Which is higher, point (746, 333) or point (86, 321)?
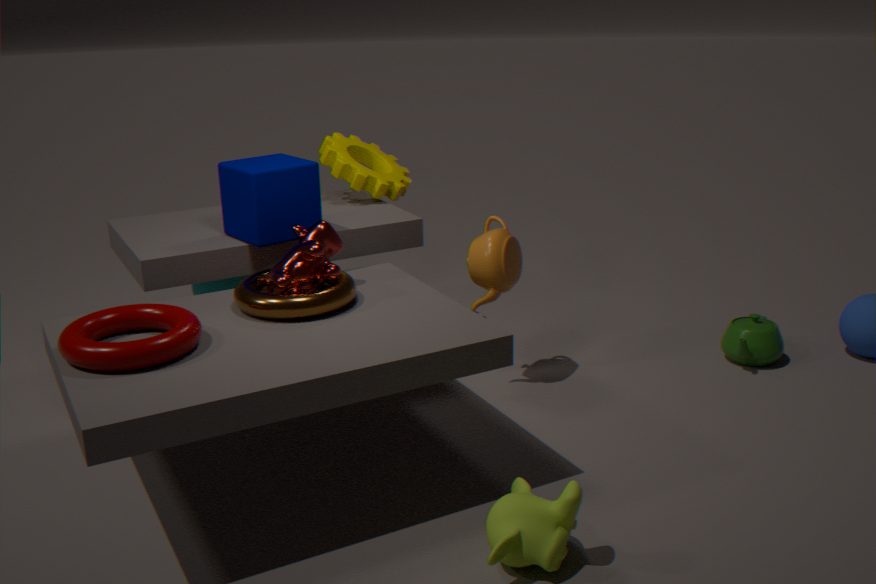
point (86, 321)
